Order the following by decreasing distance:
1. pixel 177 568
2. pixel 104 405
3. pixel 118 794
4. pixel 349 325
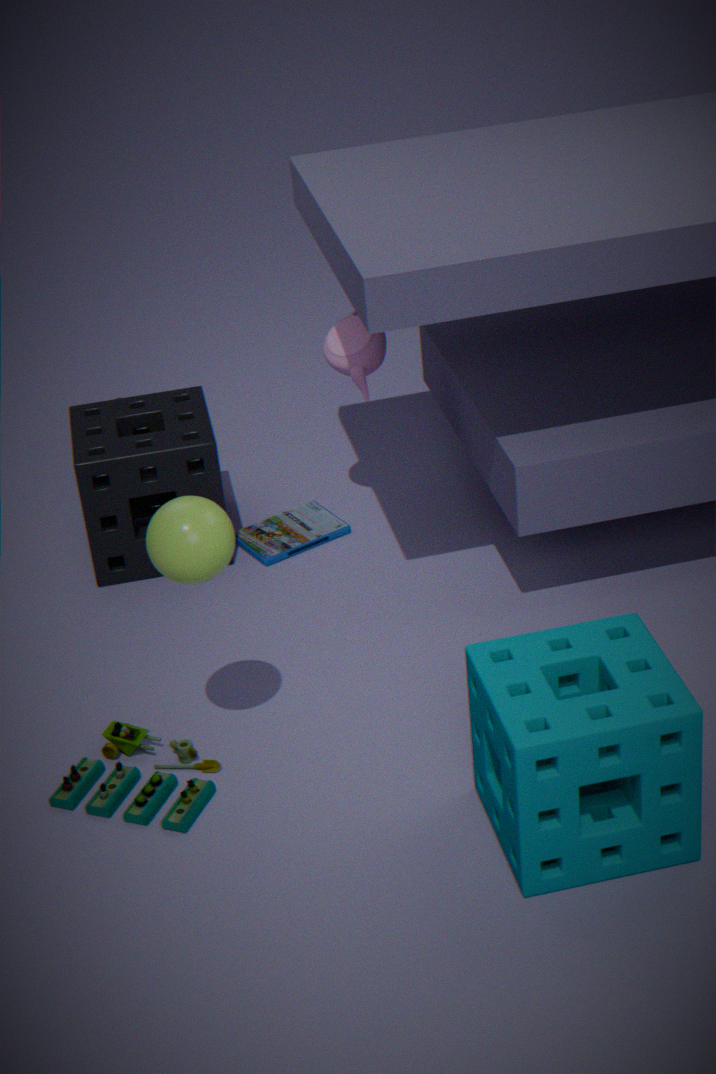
pixel 104 405 < pixel 349 325 < pixel 118 794 < pixel 177 568
